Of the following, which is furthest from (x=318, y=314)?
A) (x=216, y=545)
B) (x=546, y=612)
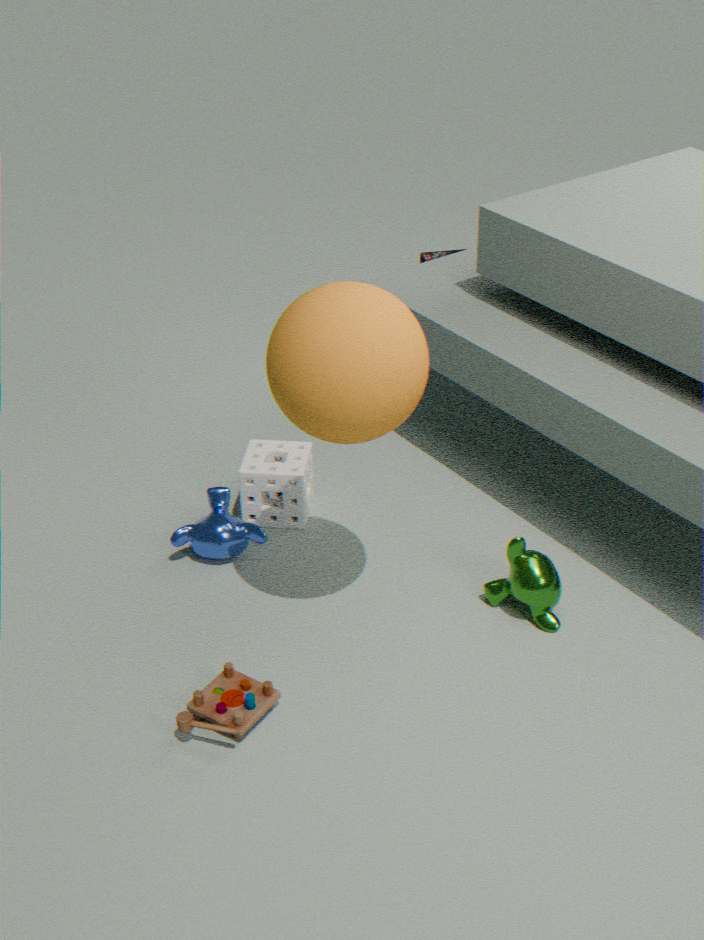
(x=216, y=545)
